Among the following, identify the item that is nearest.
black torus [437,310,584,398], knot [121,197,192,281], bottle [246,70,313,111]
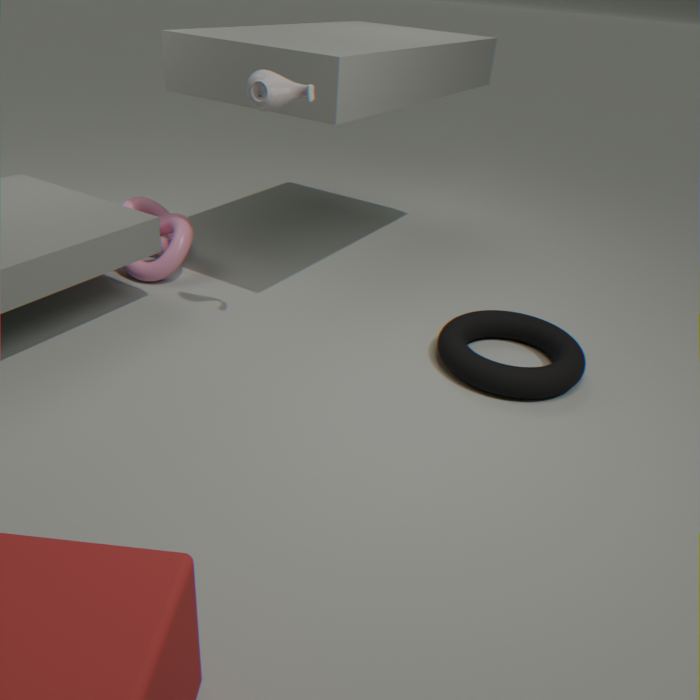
bottle [246,70,313,111]
